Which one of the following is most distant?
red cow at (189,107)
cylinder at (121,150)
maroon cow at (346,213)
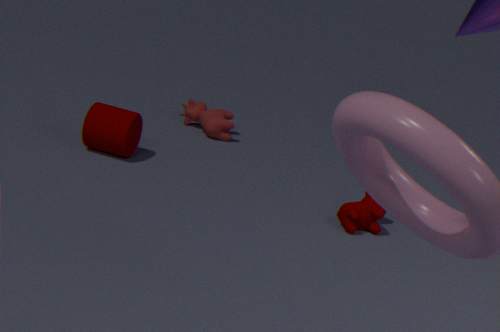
red cow at (189,107)
